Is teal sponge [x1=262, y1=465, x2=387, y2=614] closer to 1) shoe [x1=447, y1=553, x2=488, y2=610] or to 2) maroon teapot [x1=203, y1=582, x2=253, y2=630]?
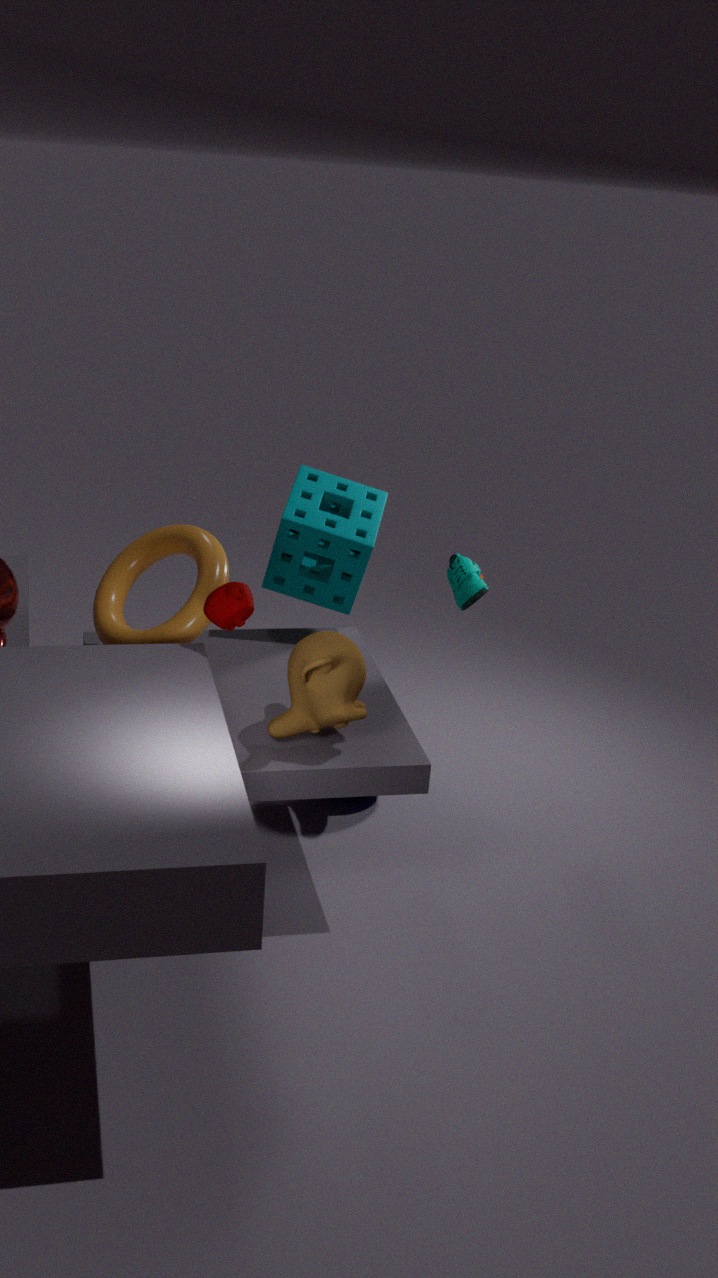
1) shoe [x1=447, y1=553, x2=488, y2=610]
